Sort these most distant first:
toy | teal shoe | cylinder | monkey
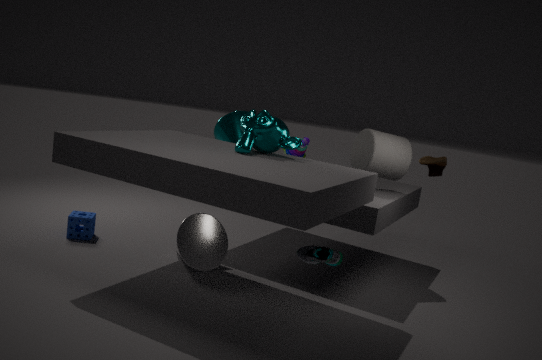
toy → cylinder → monkey → teal shoe
